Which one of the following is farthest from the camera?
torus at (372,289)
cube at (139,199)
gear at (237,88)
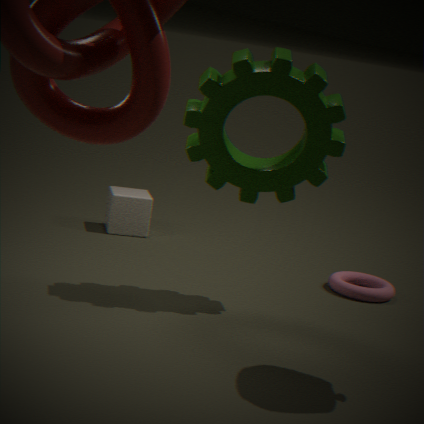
cube at (139,199)
